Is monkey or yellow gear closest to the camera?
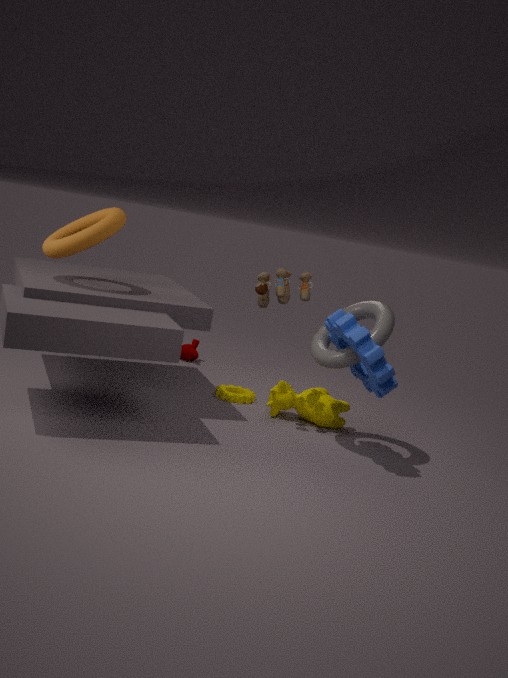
yellow gear
